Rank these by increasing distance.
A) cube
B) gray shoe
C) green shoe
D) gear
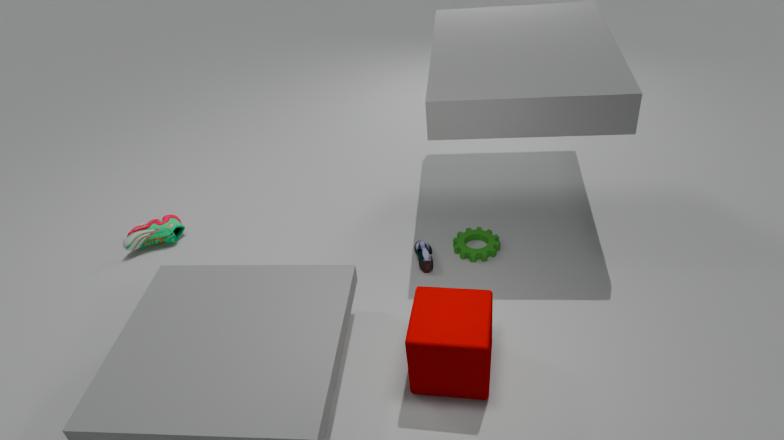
cube < gray shoe < gear < green shoe
